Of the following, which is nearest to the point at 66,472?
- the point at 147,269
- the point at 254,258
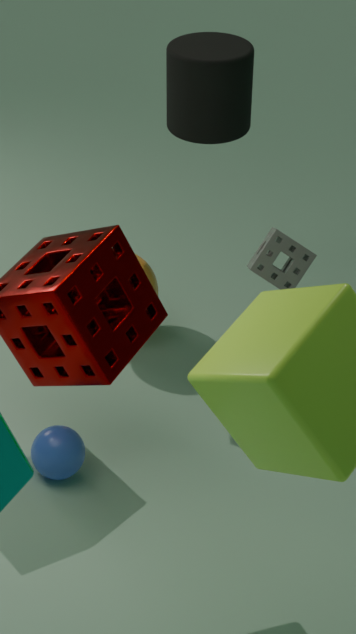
the point at 147,269
